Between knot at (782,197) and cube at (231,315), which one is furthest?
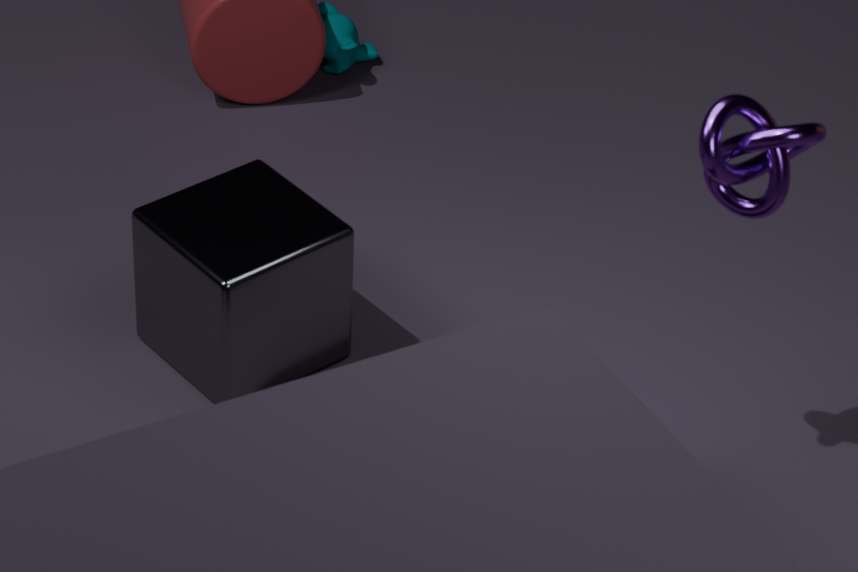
cube at (231,315)
